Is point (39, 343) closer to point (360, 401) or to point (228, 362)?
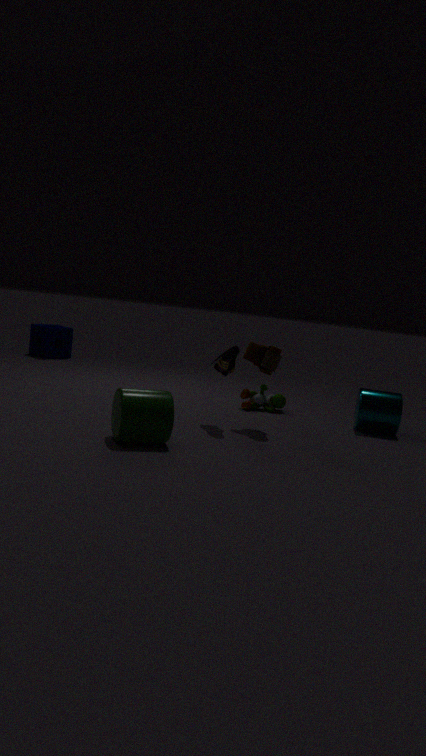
point (228, 362)
